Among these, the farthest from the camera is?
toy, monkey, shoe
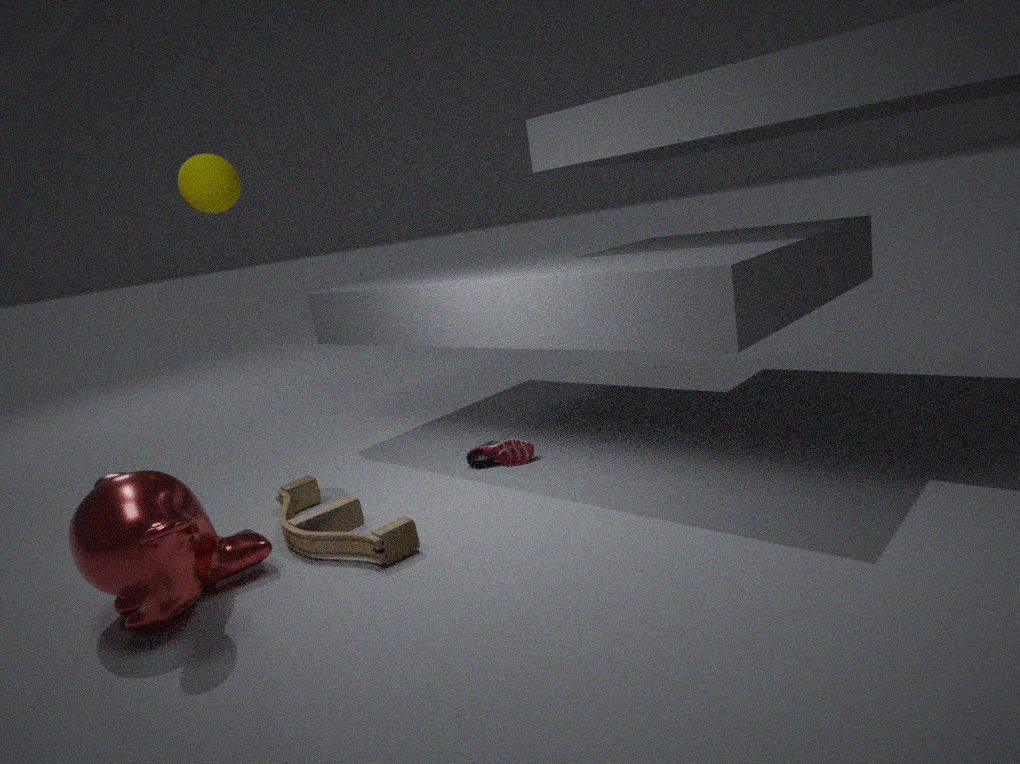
shoe
